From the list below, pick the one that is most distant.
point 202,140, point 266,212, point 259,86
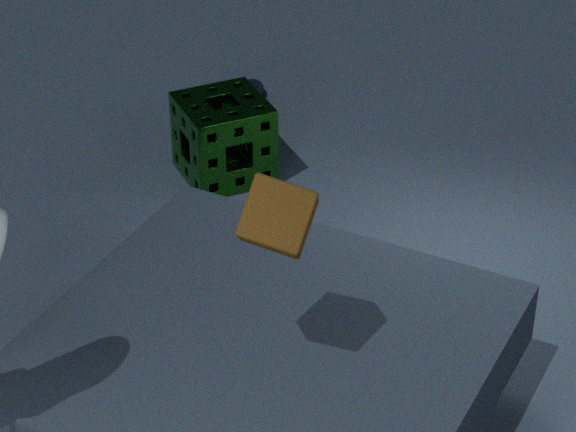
→ point 259,86
